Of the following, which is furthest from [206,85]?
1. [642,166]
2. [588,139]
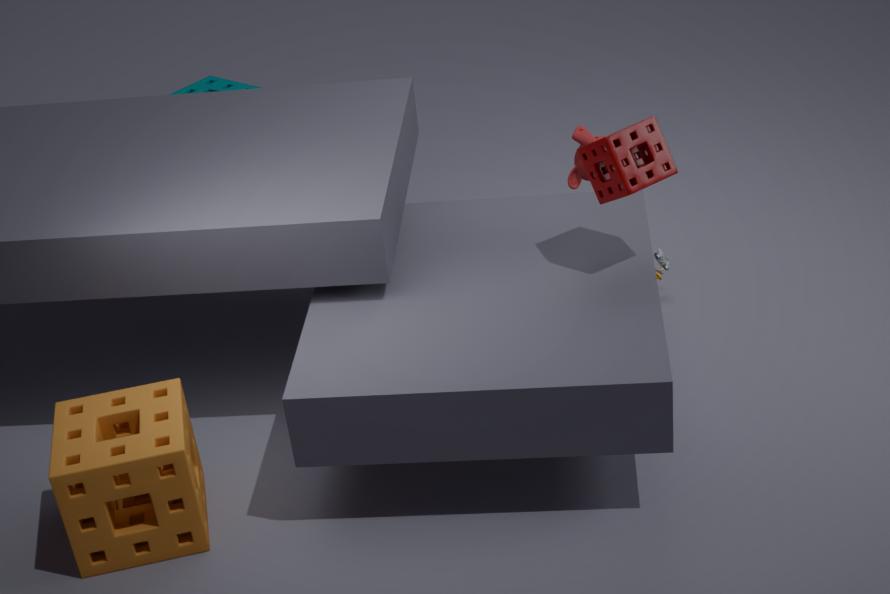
[642,166]
